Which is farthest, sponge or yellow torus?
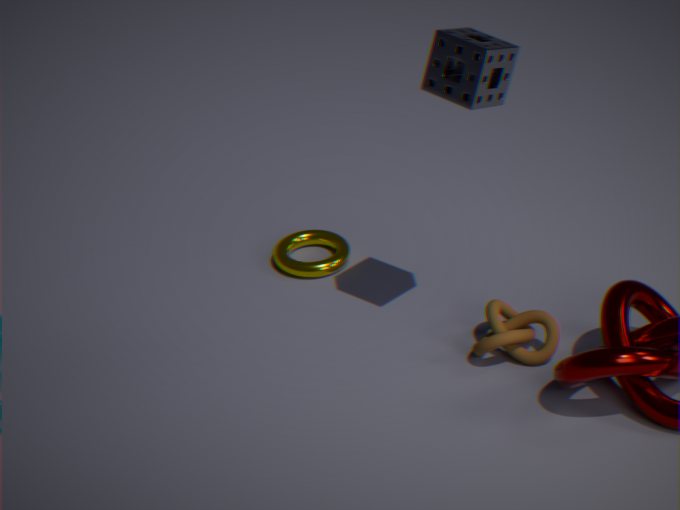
yellow torus
